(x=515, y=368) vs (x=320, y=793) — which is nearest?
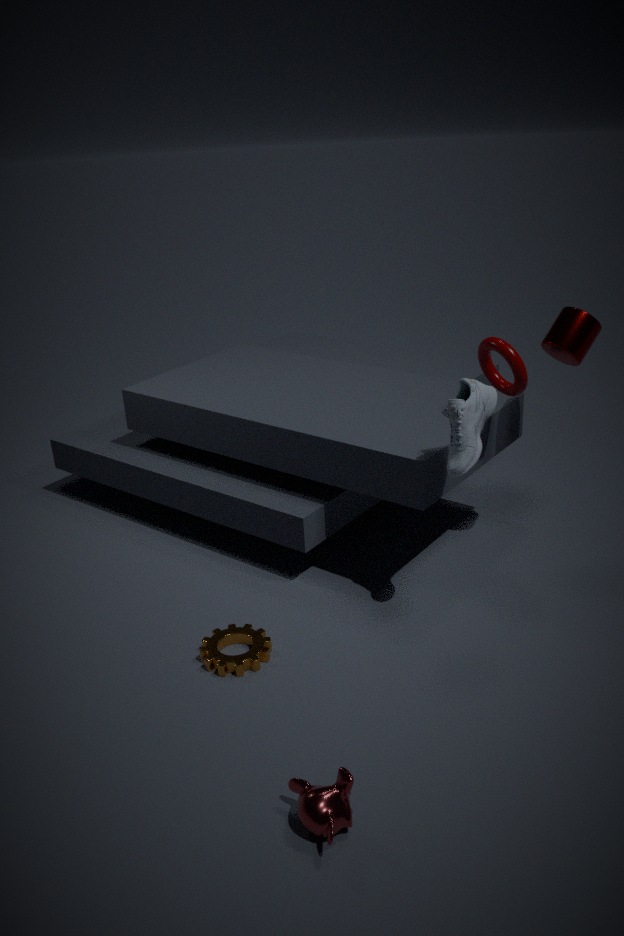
(x=320, y=793)
